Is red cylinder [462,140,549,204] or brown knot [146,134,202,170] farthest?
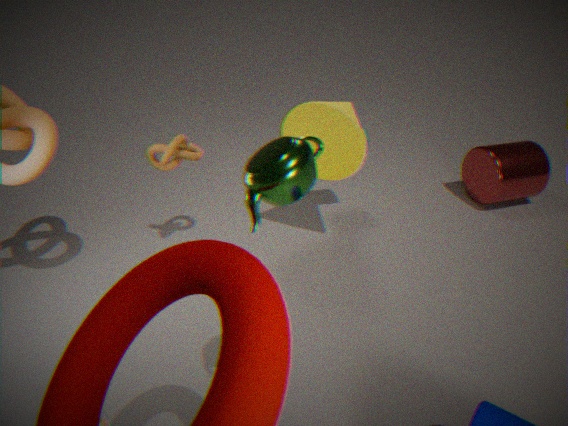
red cylinder [462,140,549,204]
